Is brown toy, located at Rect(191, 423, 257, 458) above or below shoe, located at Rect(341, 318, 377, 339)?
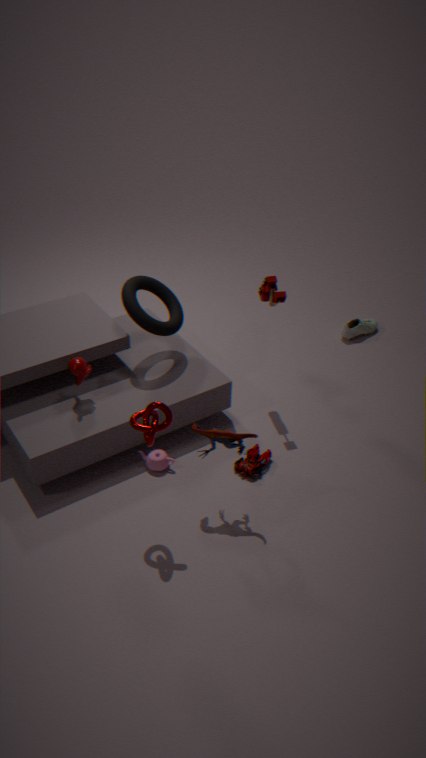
above
